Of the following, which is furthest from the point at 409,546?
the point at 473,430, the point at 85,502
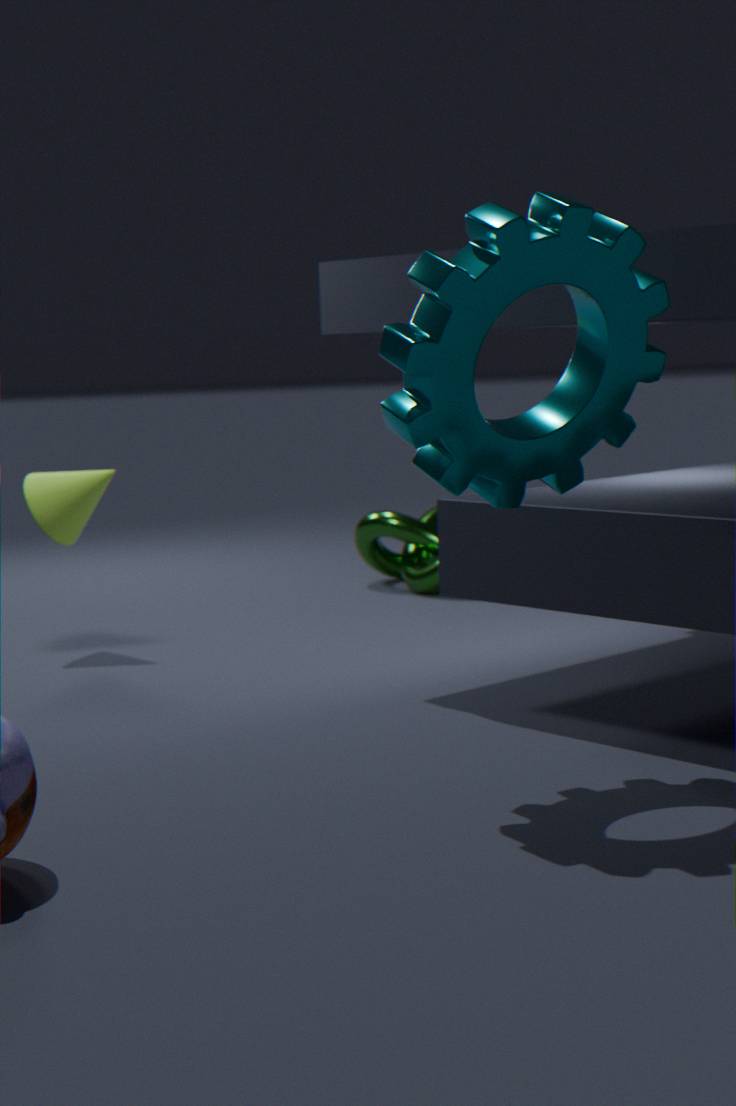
the point at 473,430
